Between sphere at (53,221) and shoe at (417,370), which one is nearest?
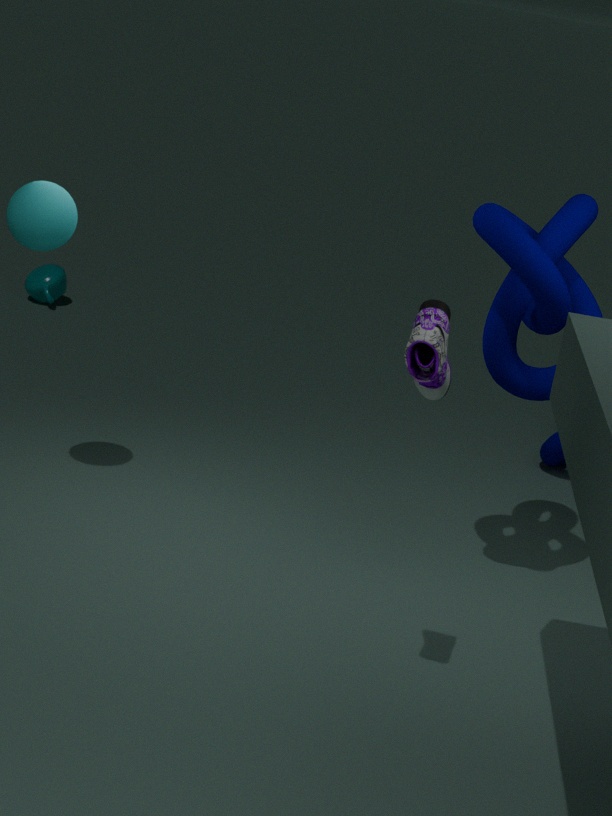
shoe at (417,370)
